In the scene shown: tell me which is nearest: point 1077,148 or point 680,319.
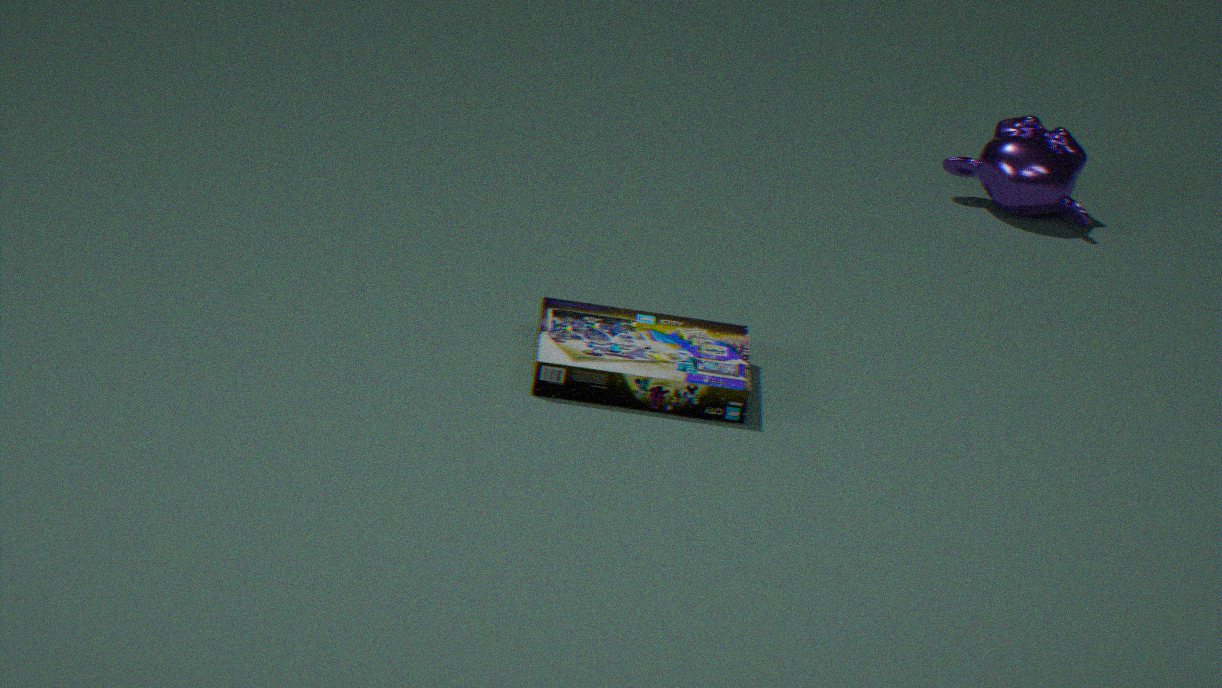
point 680,319
